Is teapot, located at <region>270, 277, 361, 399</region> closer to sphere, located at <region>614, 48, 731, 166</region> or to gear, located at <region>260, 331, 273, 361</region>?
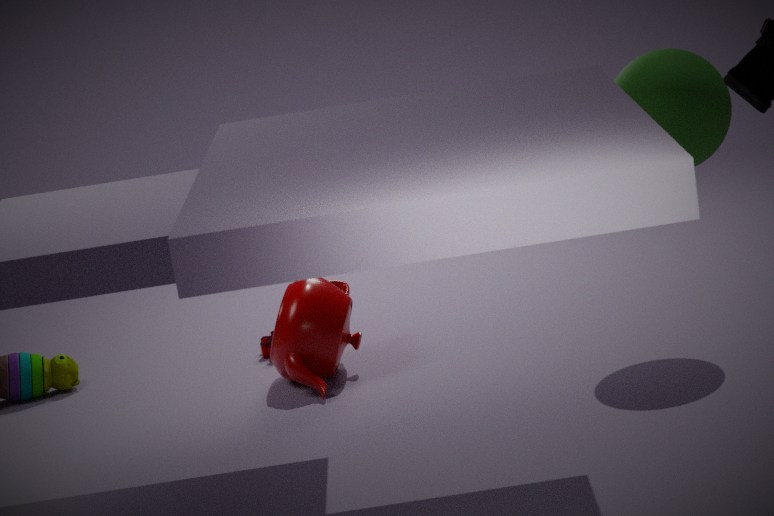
gear, located at <region>260, 331, 273, 361</region>
